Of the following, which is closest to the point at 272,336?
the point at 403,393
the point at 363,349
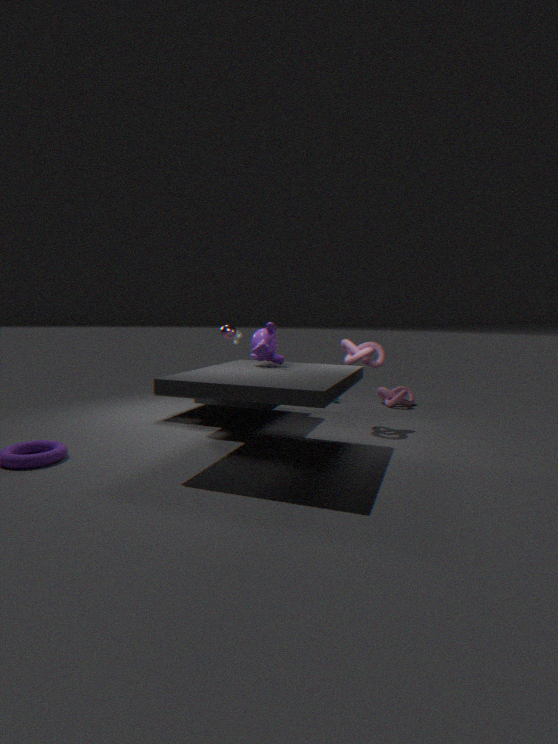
the point at 363,349
